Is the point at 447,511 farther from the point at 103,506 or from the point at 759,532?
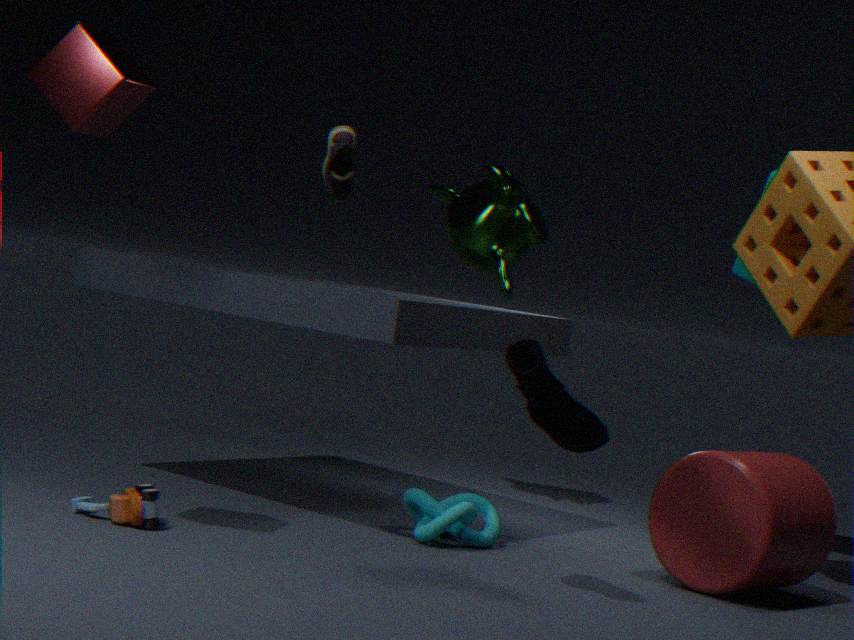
the point at 103,506
